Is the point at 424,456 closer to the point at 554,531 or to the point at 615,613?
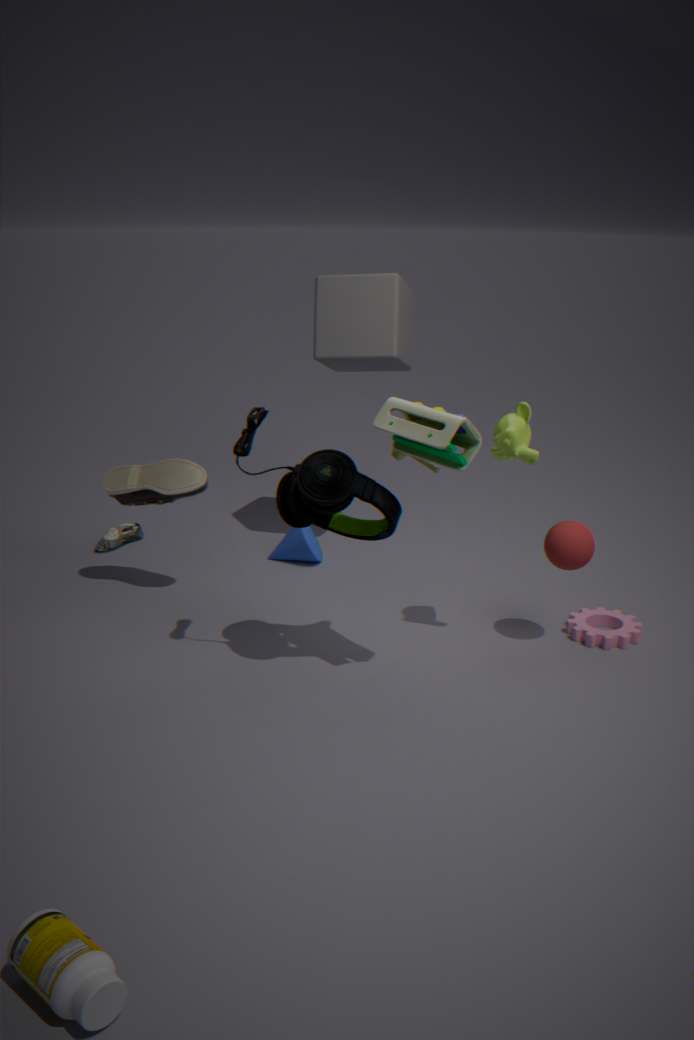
the point at 554,531
